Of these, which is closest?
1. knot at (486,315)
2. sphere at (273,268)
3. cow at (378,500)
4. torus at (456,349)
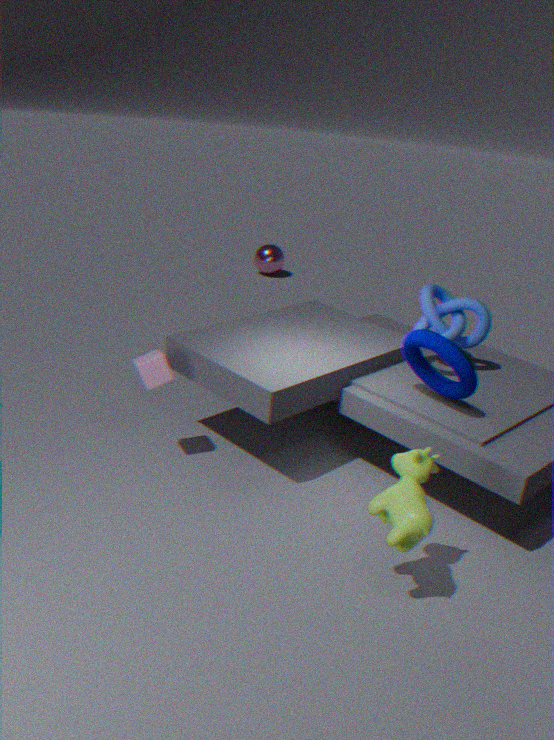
cow at (378,500)
